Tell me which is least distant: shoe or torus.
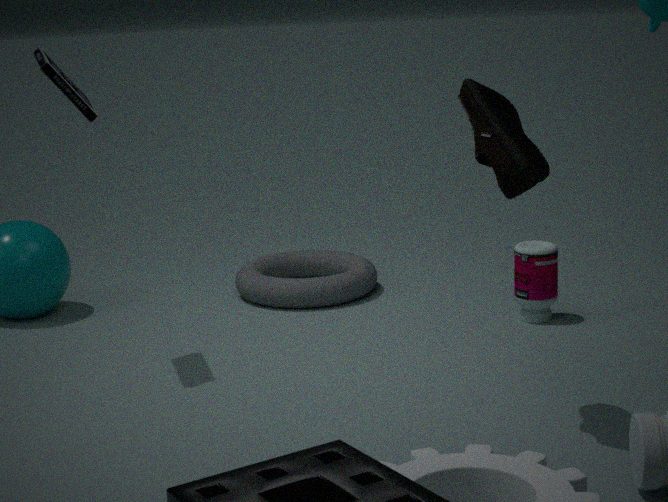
shoe
